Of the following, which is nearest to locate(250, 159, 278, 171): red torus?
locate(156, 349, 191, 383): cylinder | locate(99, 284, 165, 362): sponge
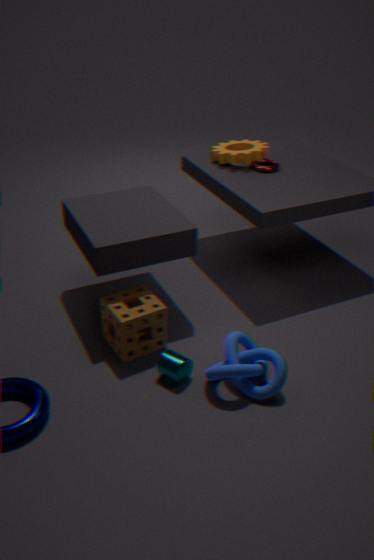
locate(99, 284, 165, 362): sponge
